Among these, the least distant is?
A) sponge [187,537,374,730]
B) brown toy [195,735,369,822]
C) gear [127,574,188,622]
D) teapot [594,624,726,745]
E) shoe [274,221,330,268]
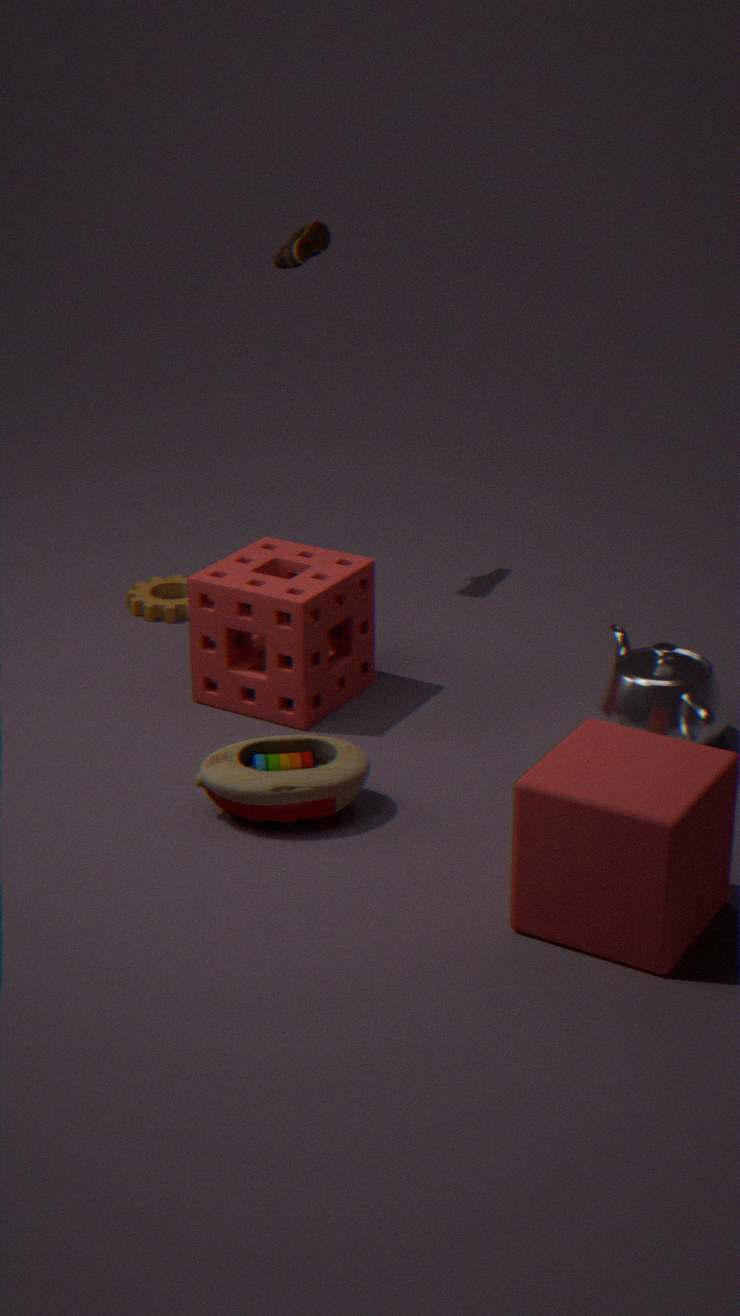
brown toy [195,735,369,822]
